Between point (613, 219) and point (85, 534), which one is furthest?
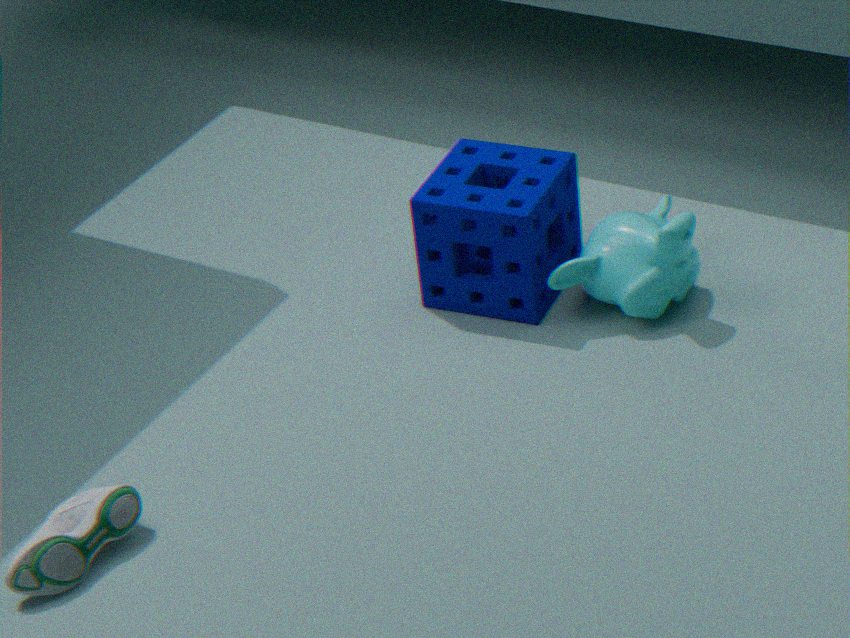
point (613, 219)
